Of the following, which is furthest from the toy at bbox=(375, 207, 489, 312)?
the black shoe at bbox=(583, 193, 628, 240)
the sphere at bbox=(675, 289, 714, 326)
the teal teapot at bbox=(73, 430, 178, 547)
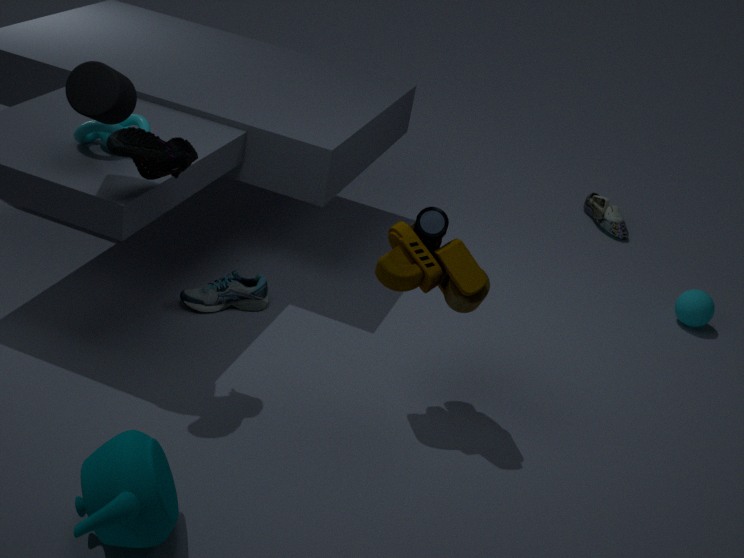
the black shoe at bbox=(583, 193, 628, 240)
